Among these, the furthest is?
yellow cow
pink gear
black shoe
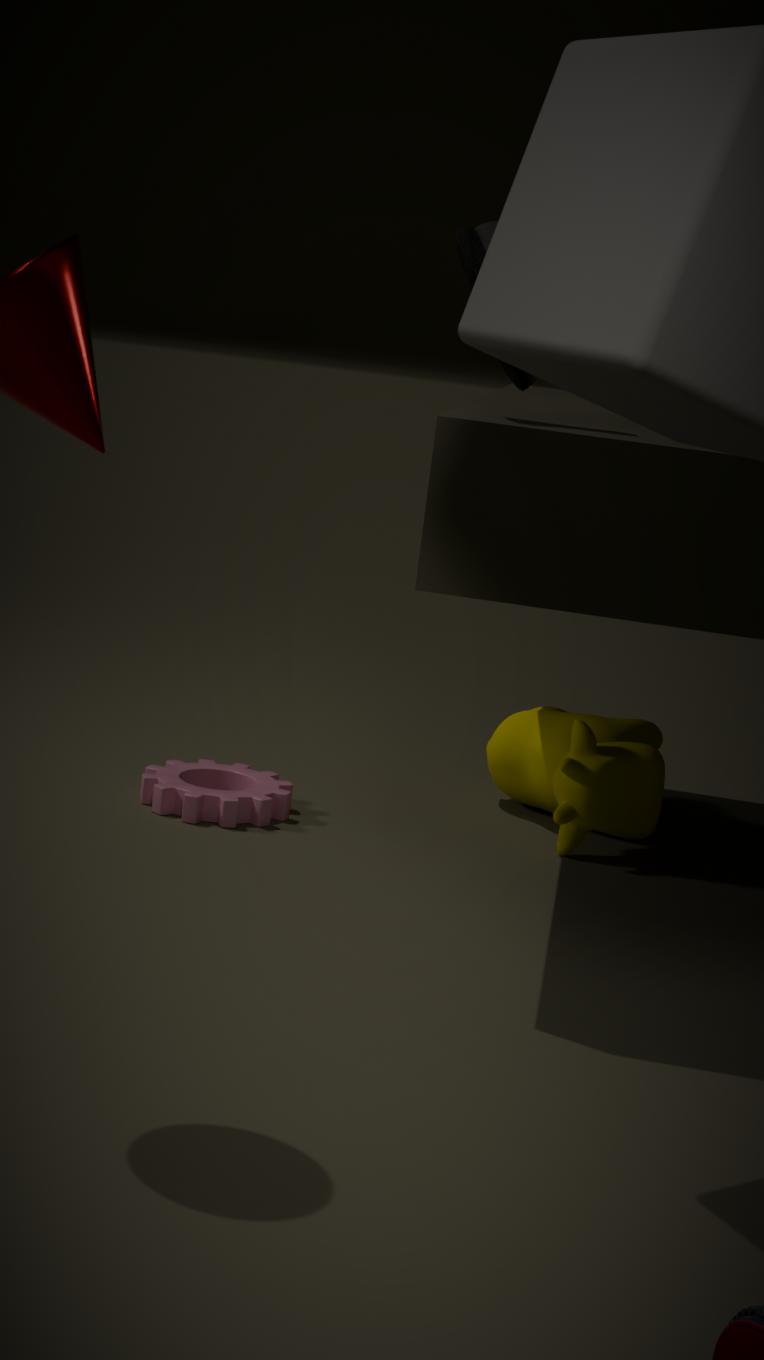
yellow cow
